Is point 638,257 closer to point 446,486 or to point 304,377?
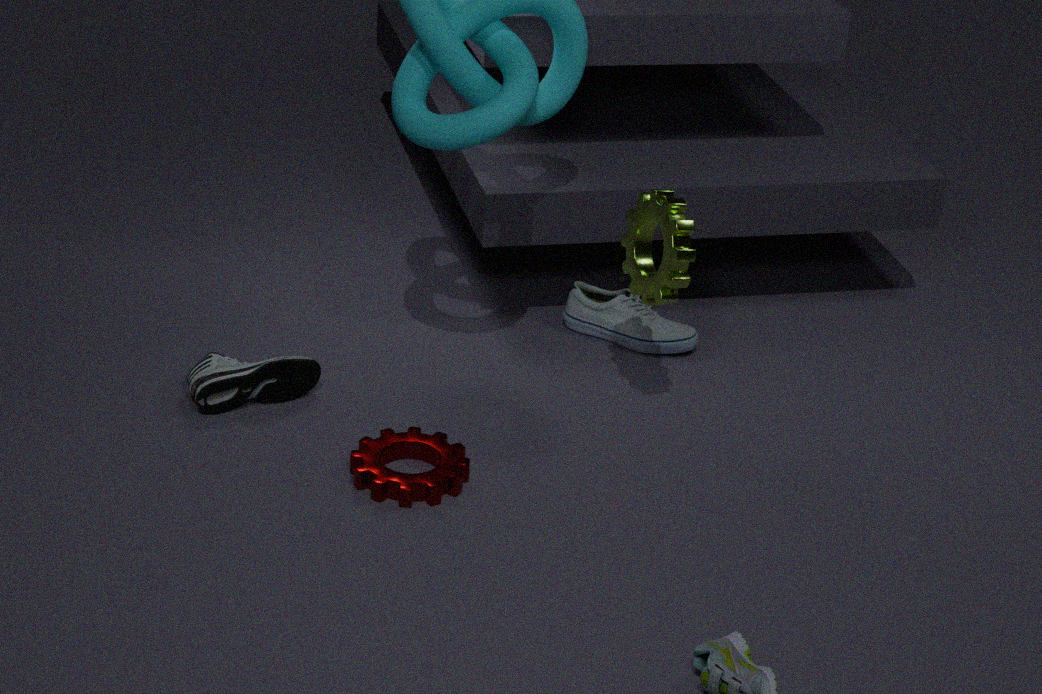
point 446,486
